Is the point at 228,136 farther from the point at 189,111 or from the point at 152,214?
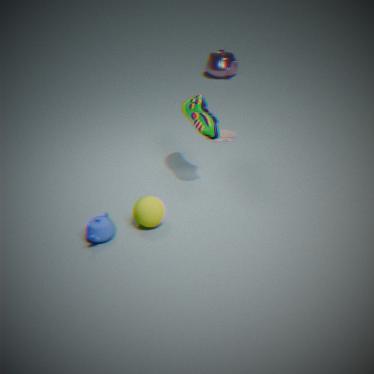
the point at 152,214
